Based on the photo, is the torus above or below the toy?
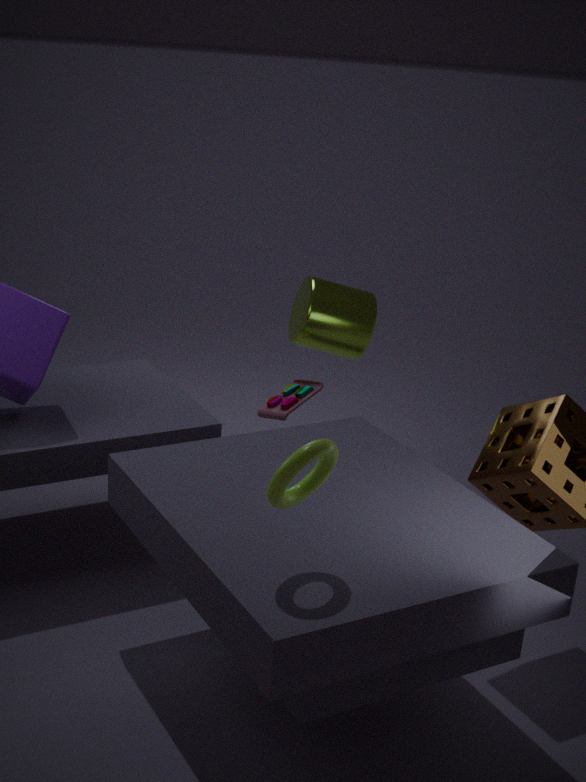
above
